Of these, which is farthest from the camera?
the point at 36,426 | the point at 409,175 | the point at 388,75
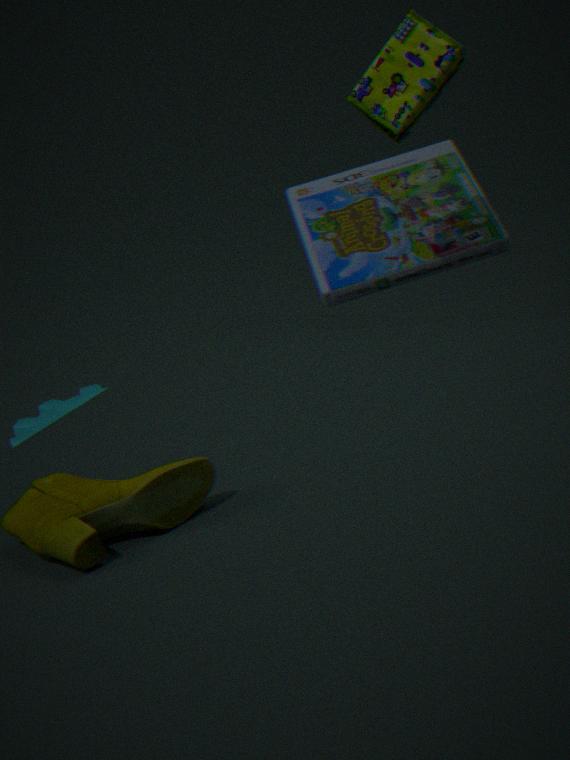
the point at 36,426
